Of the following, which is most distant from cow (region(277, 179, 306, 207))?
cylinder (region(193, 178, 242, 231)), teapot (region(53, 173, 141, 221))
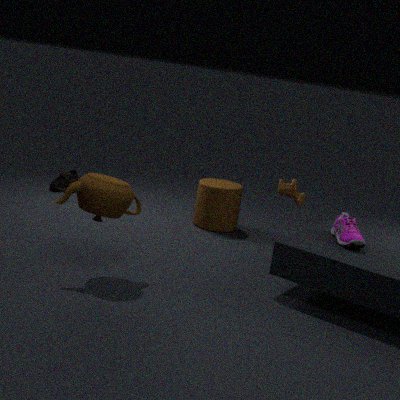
teapot (region(53, 173, 141, 221))
